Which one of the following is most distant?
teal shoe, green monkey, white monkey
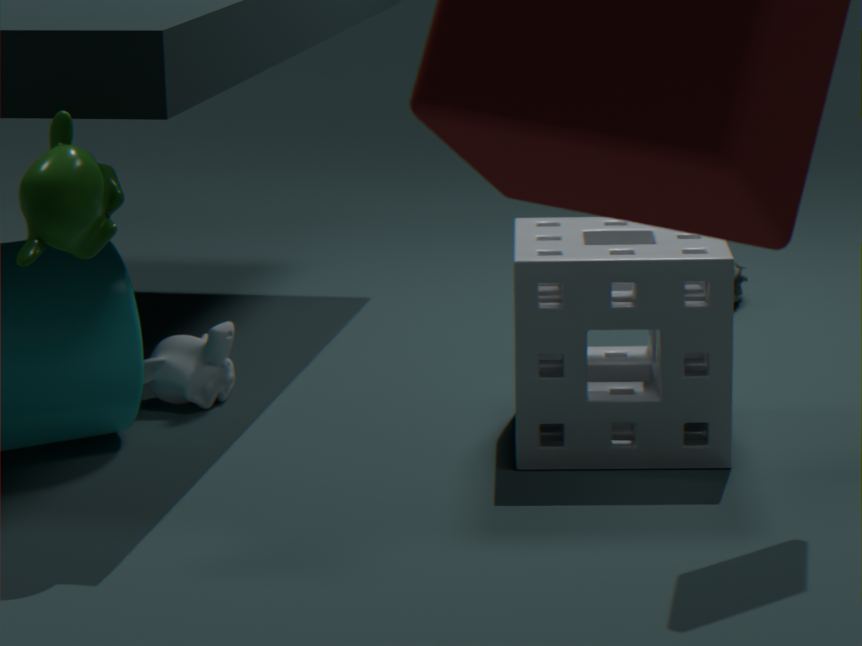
teal shoe
